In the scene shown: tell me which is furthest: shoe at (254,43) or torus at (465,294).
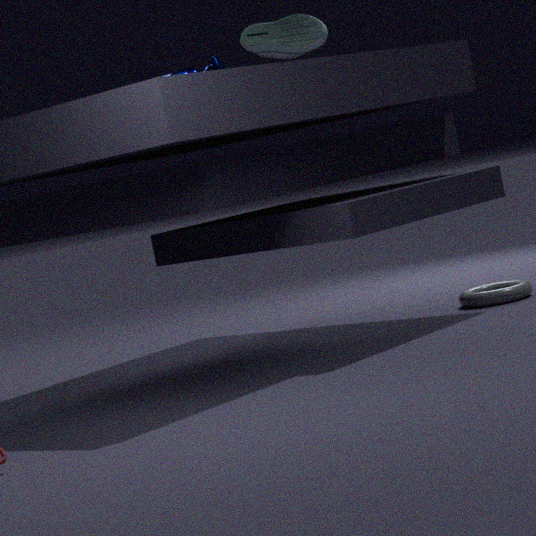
shoe at (254,43)
